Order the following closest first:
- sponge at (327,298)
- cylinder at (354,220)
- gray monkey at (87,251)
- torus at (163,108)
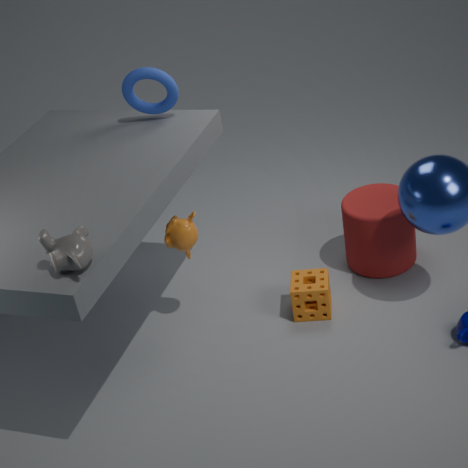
1. gray monkey at (87,251)
2. torus at (163,108)
3. sponge at (327,298)
4. cylinder at (354,220)
